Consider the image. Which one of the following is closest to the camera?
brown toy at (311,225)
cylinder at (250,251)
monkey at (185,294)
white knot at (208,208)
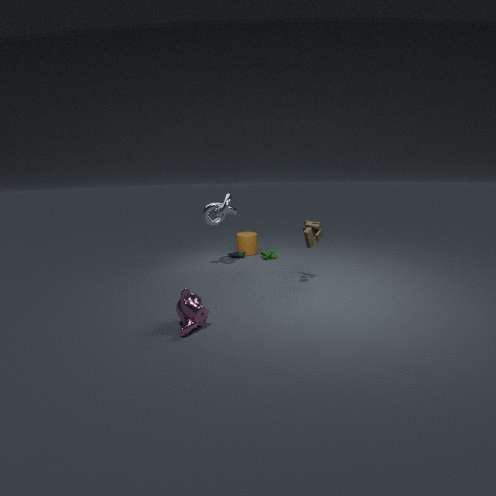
monkey at (185,294)
